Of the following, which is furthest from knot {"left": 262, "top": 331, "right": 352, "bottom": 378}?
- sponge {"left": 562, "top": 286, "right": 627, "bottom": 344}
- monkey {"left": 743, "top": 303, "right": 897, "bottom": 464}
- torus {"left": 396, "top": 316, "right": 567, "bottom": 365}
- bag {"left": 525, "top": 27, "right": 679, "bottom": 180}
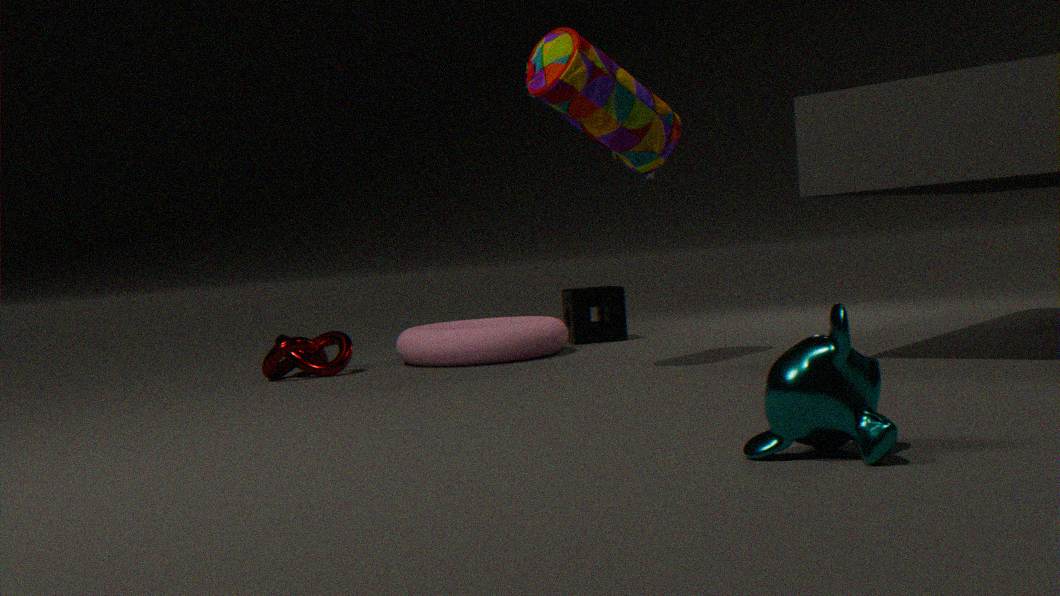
monkey {"left": 743, "top": 303, "right": 897, "bottom": 464}
